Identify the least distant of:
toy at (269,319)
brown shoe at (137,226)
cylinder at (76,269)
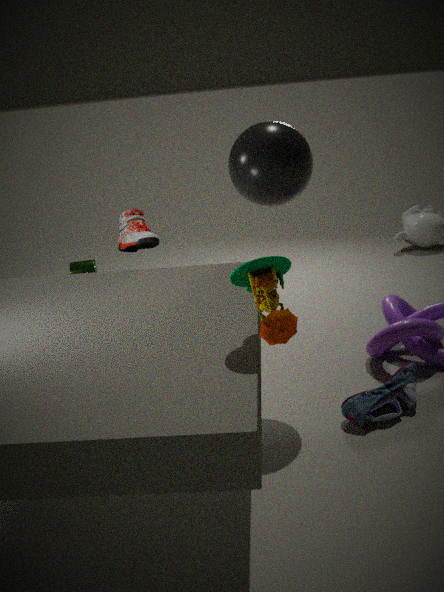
toy at (269,319)
